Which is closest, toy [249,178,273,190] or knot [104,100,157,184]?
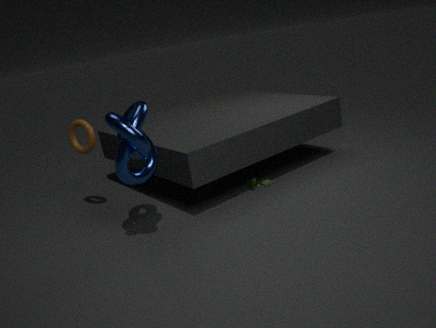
knot [104,100,157,184]
